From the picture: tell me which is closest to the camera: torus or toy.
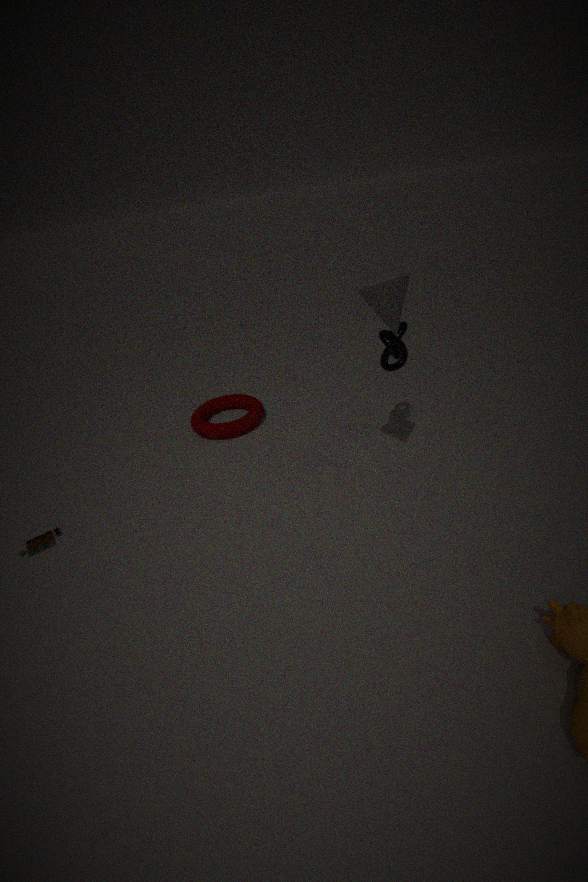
toy
